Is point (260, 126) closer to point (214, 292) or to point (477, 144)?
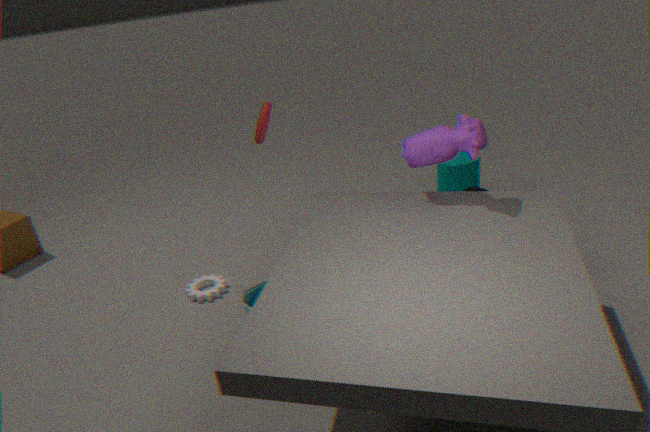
point (477, 144)
